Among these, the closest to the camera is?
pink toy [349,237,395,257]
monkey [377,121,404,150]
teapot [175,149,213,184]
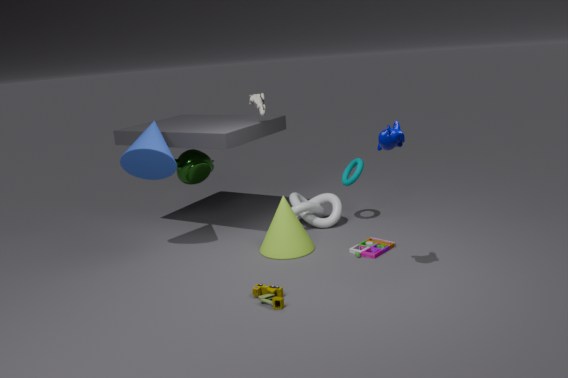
monkey [377,121,404,150]
